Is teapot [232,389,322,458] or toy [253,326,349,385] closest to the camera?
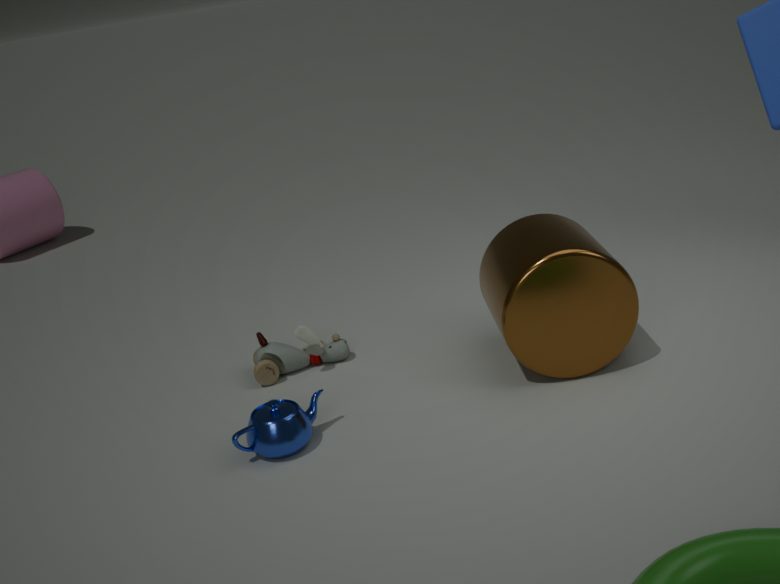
teapot [232,389,322,458]
